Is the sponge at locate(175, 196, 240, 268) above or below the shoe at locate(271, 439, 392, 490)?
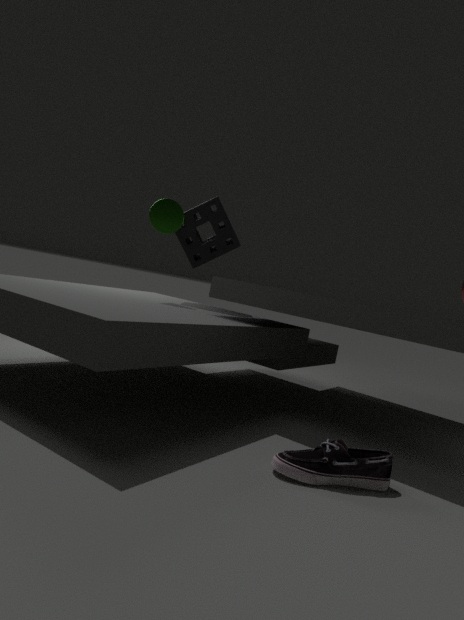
above
